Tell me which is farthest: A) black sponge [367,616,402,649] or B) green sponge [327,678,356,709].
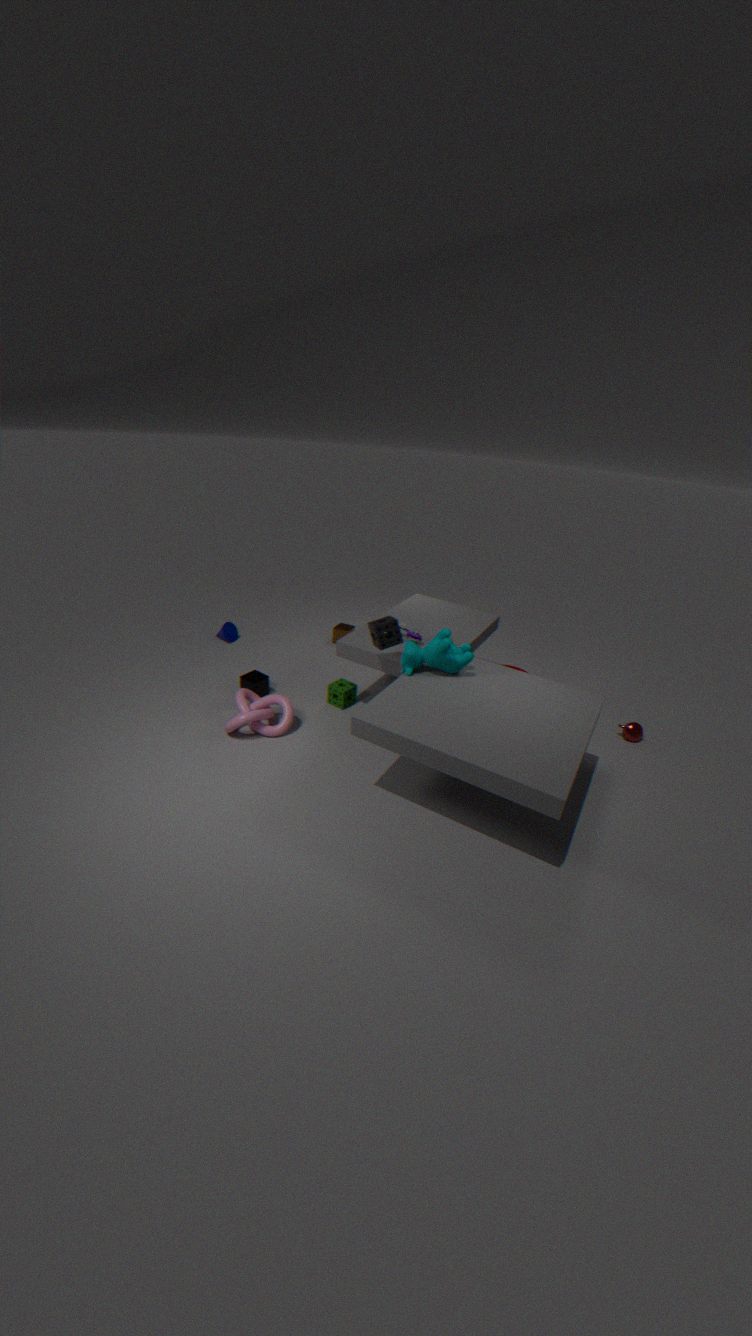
B. green sponge [327,678,356,709]
